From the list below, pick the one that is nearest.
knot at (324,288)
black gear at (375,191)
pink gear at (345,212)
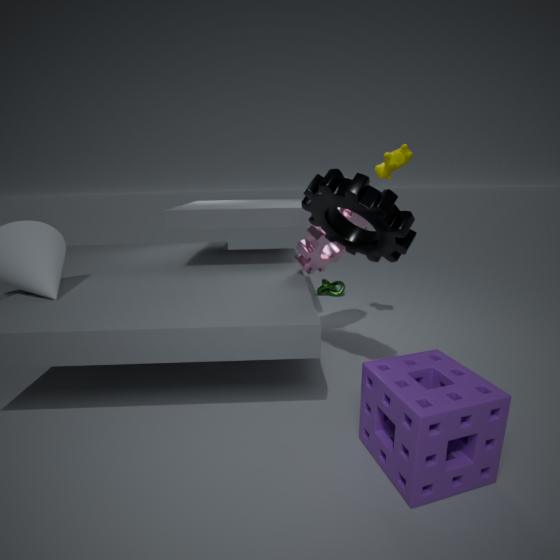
black gear at (375,191)
